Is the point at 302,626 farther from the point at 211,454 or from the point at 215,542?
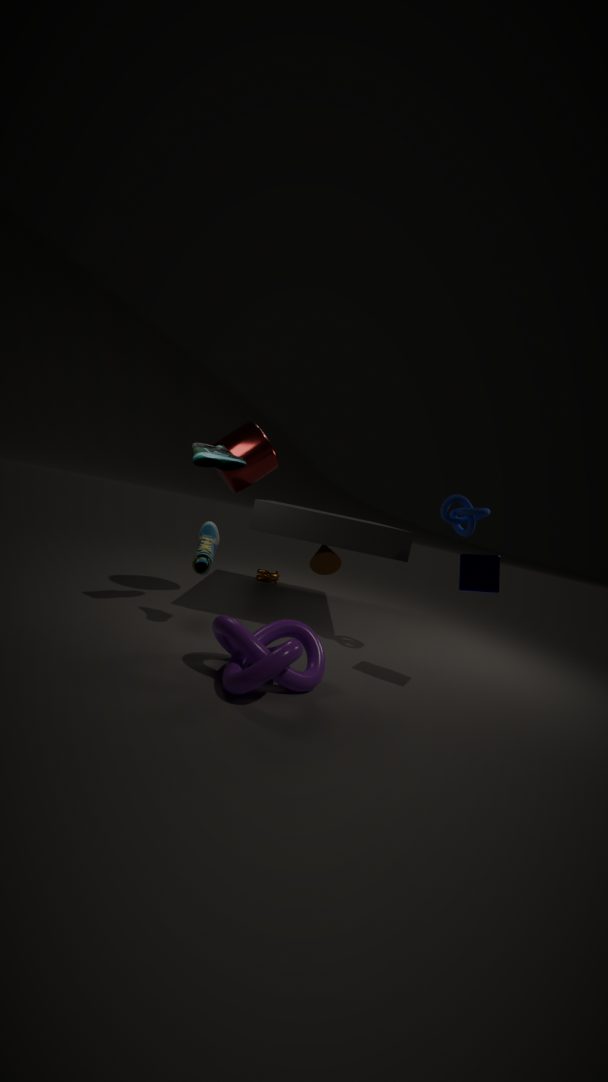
the point at 211,454
